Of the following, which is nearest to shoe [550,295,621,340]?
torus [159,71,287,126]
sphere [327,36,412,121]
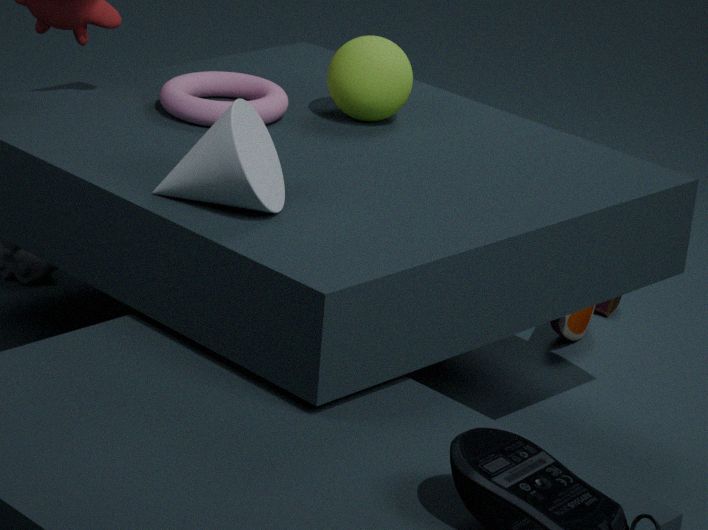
sphere [327,36,412,121]
